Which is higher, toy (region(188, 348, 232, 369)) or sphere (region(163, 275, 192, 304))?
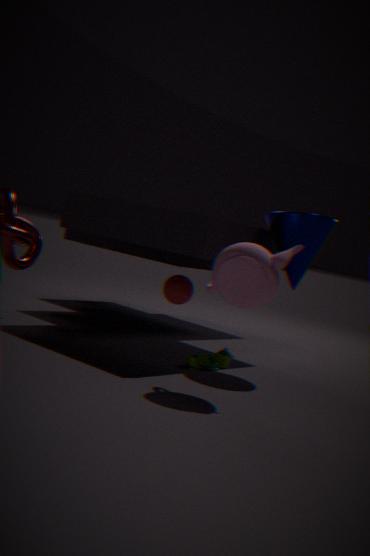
sphere (region(163, 275, 192, 304))
